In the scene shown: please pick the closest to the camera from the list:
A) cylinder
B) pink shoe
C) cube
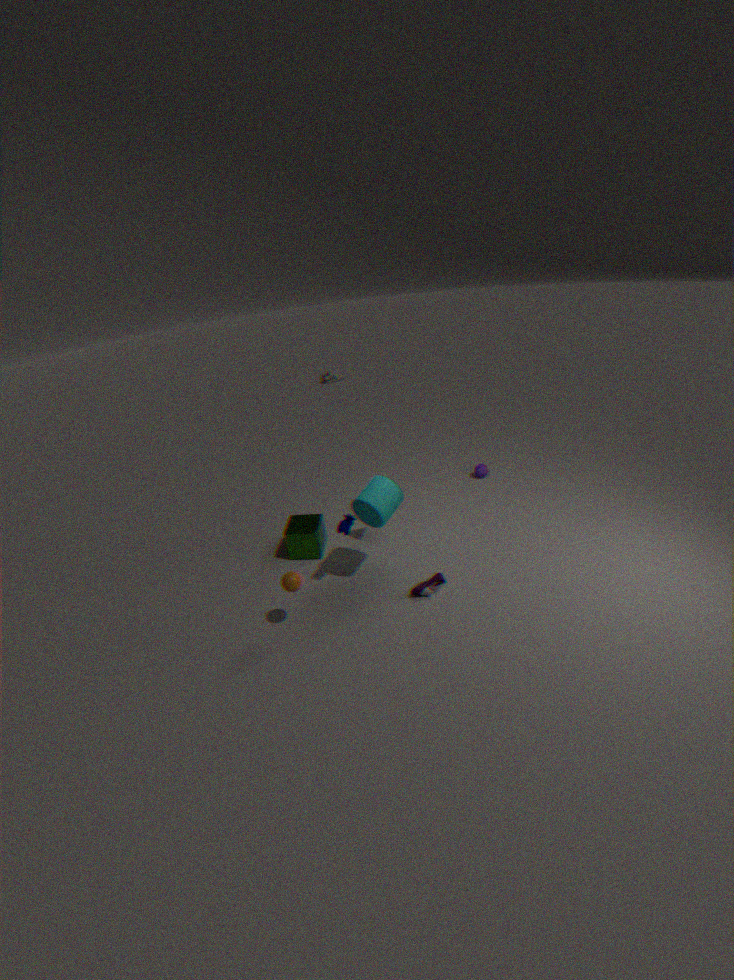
cylinder
